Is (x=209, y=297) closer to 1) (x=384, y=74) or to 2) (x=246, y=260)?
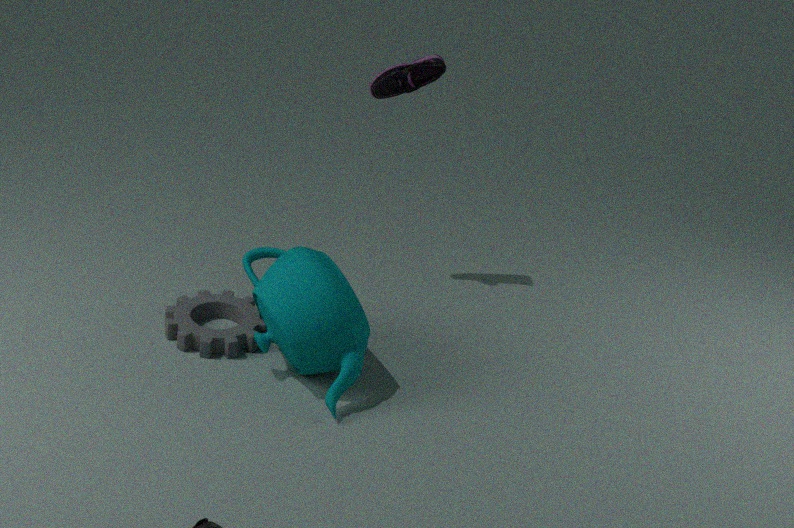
2) (x=246, y=260)
